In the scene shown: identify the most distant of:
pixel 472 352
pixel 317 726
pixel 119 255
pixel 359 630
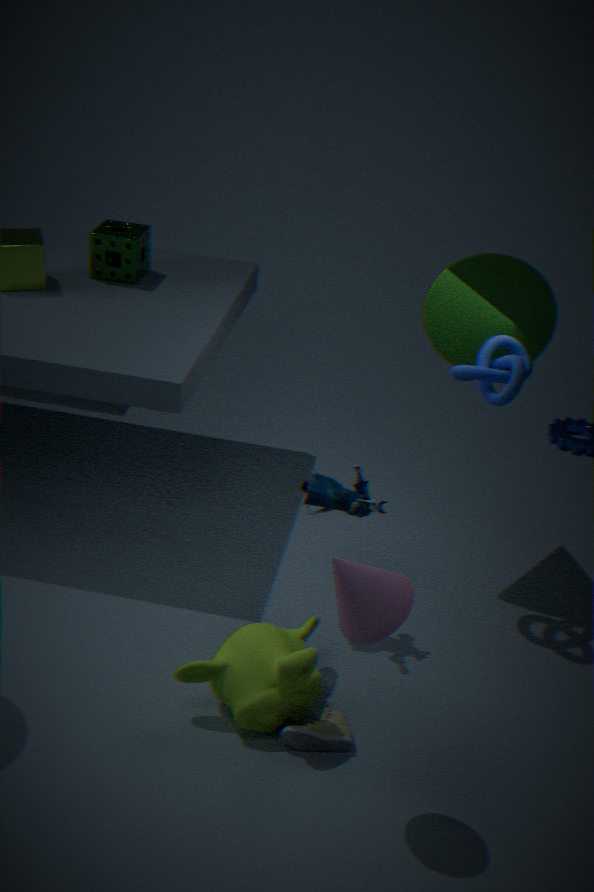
pixel 119 255
